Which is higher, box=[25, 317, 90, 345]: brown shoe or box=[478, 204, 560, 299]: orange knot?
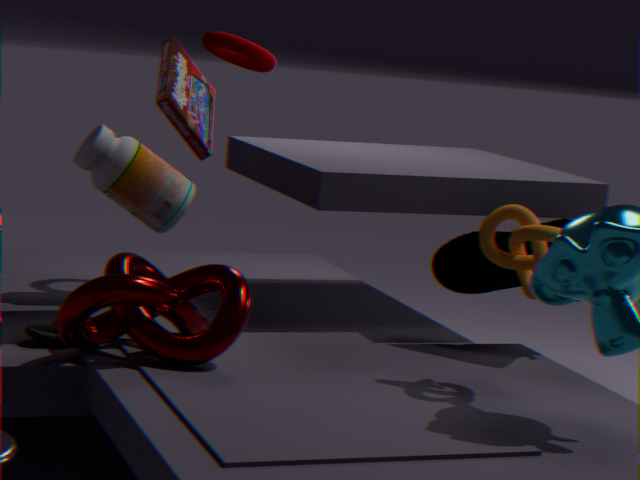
box=[478, 204, 560, 299]: orange knot
